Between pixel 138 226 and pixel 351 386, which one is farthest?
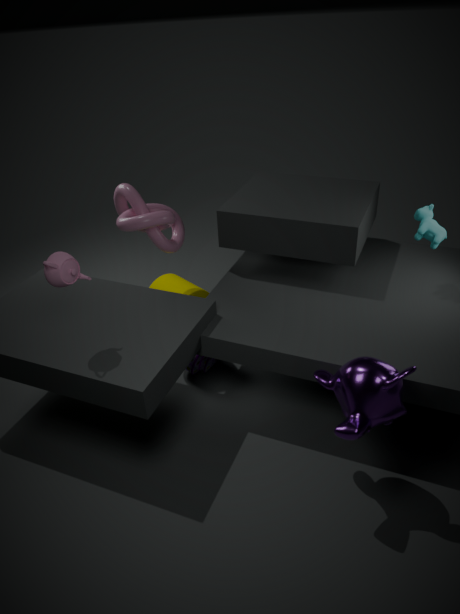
pixel 138 226
